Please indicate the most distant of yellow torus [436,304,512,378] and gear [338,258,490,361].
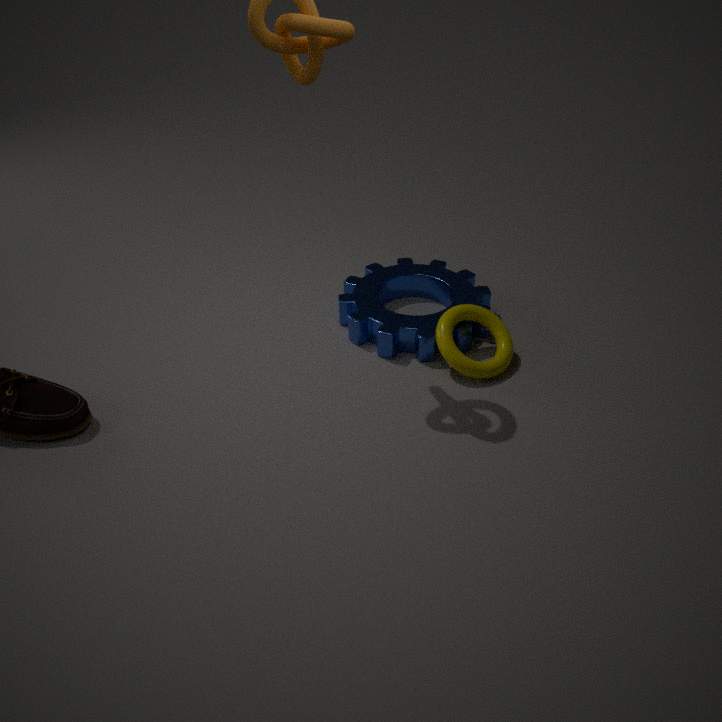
gear [338,258,490,361]
